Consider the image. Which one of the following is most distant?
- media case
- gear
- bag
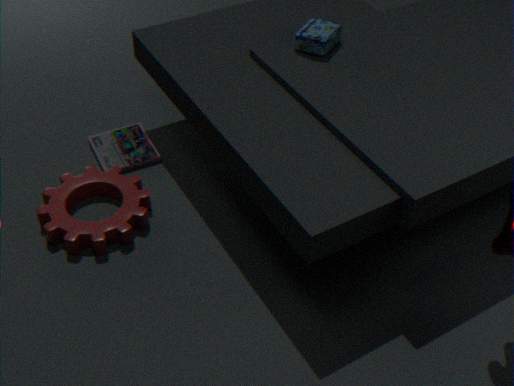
media case
